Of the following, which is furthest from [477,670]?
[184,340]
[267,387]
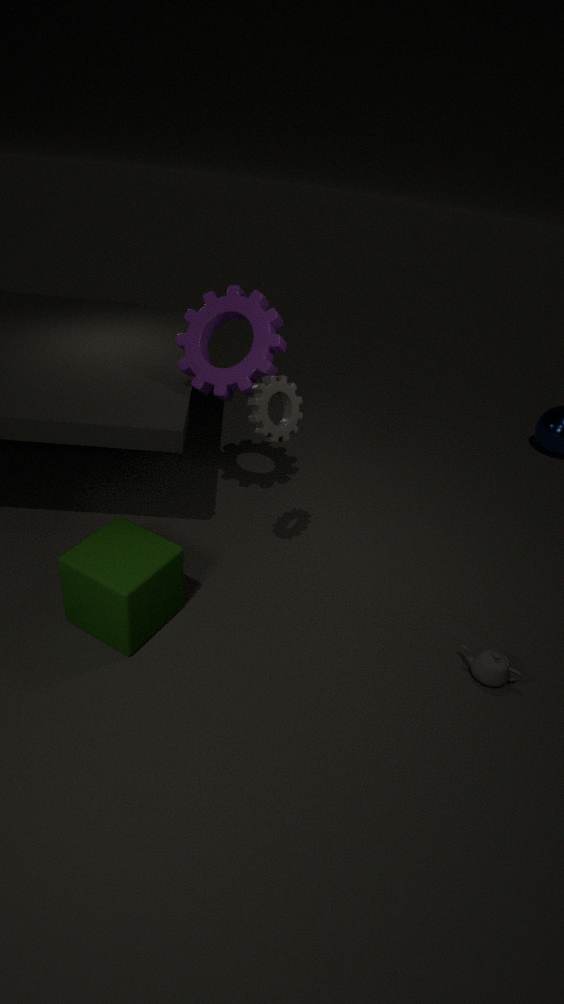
[184,340]
